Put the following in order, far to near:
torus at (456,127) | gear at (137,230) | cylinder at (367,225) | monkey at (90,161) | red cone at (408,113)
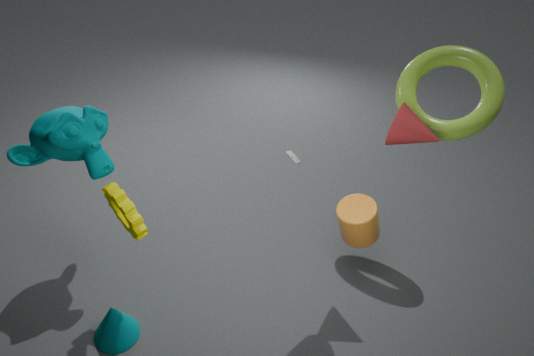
torus at (456,127)
red cone at (408,113)
monkey at (90,161)
cylinder at (367,225)
gear at (137,230)
